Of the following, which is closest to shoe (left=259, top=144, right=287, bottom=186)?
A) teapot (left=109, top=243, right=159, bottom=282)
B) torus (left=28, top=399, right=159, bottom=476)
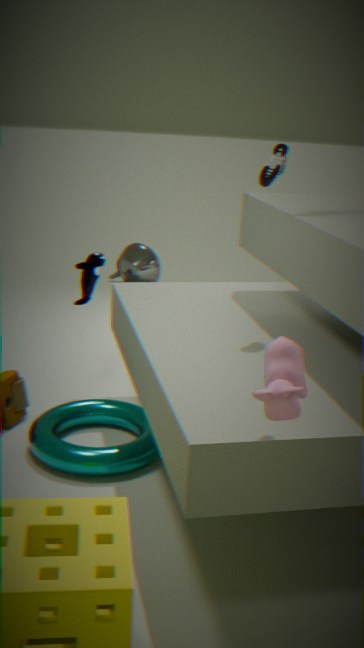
torus (left=28, top=399, right=159, bottom=476)
